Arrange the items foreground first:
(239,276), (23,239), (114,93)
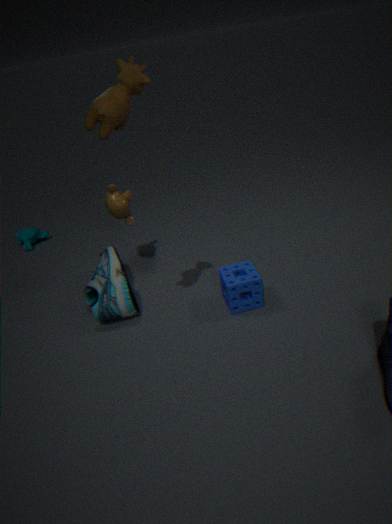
(114,93)
(239,276)
(23,239)
